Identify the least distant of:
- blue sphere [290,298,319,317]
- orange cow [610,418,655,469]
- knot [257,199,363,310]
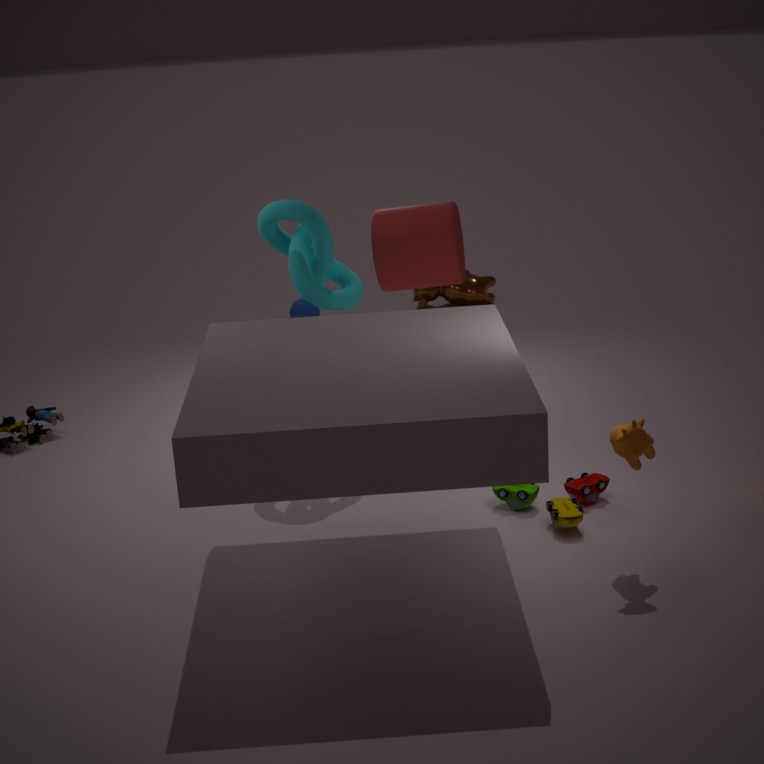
orange cow [610,418,655,469]
